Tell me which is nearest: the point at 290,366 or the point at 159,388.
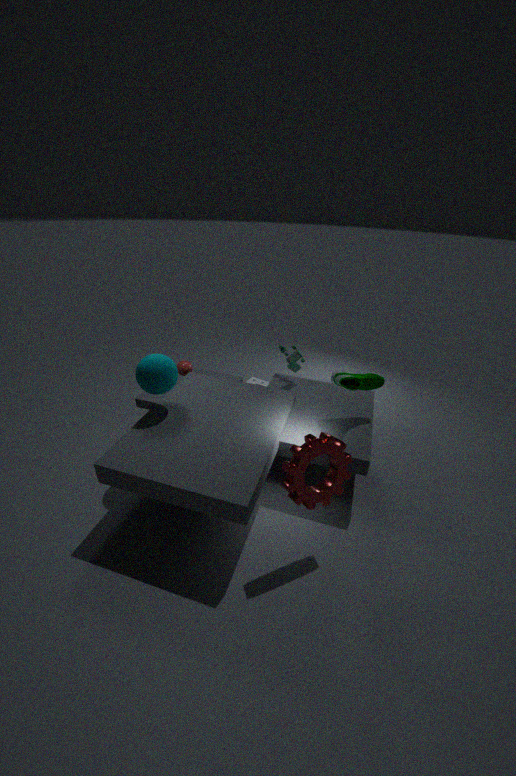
the point at 159,388
